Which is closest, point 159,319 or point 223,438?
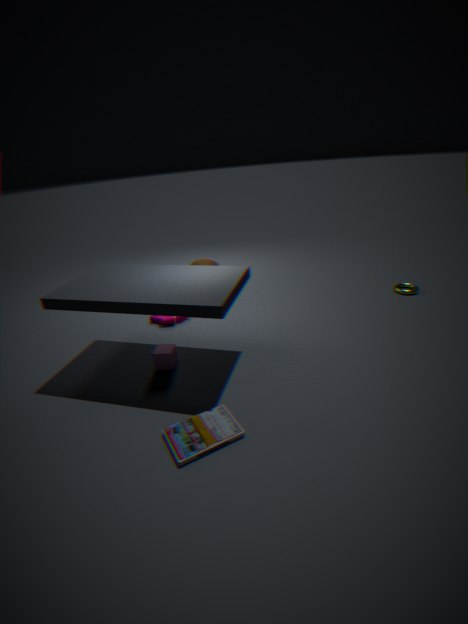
point 223,438
